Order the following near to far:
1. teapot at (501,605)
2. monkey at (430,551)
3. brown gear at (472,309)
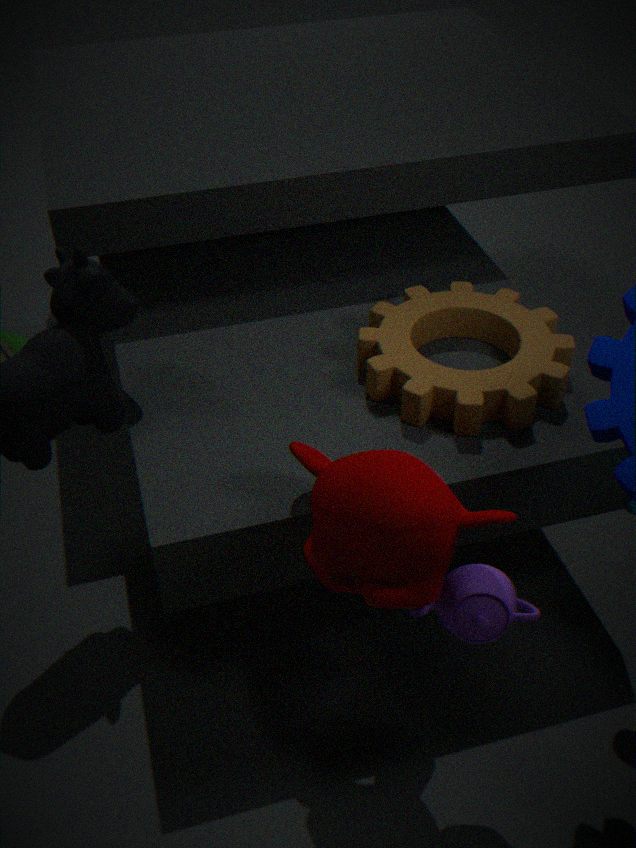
monkey at (430,551) < teapot at (501,605) < brown gear at (472,309)
